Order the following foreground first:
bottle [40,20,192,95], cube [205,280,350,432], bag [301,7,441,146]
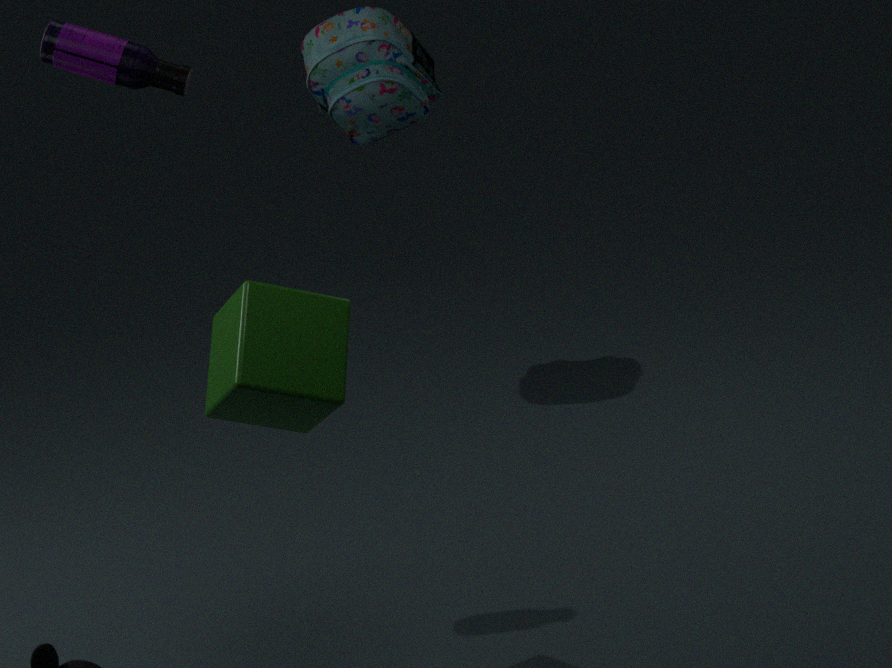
cube [205,280,350,432]
bottle [40,20,192,95]
bag [301,7,441,146]
